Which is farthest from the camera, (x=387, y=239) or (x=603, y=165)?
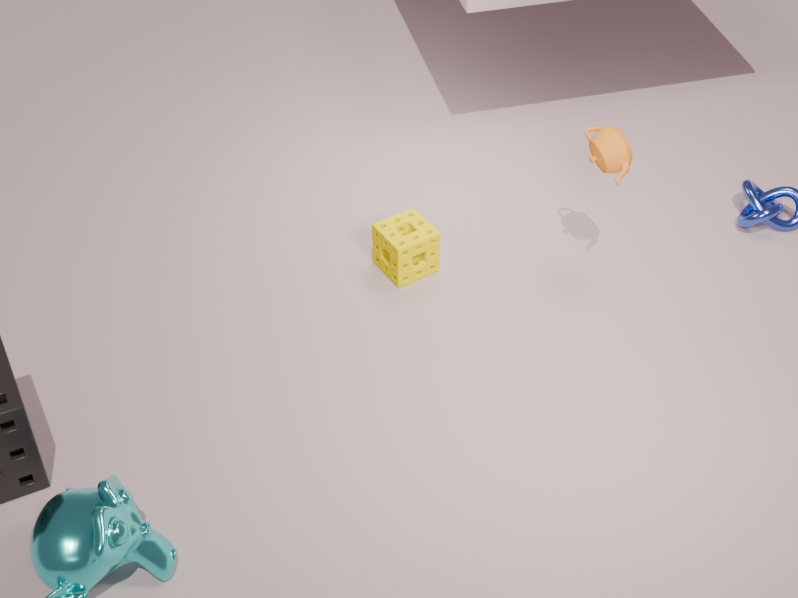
(x=387, y=239)
